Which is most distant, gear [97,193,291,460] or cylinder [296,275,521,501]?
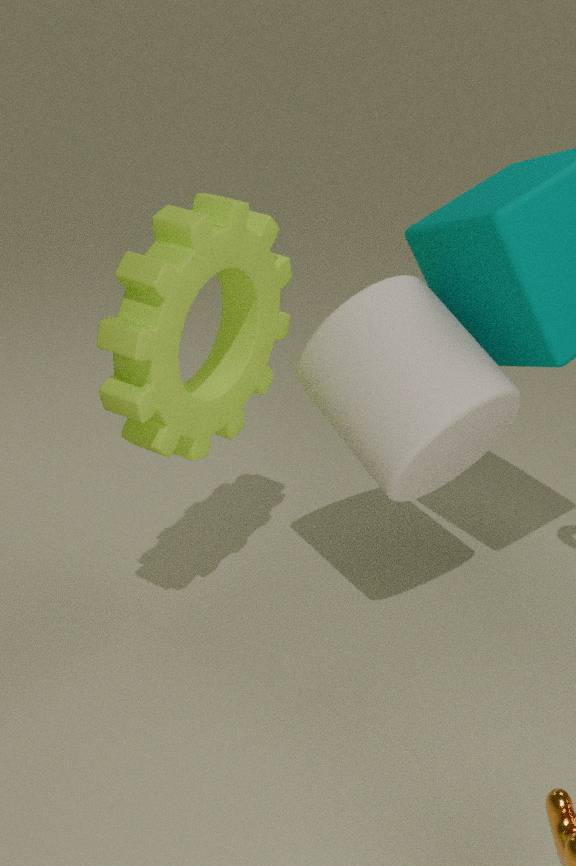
cylinder [296,275,521,501]
